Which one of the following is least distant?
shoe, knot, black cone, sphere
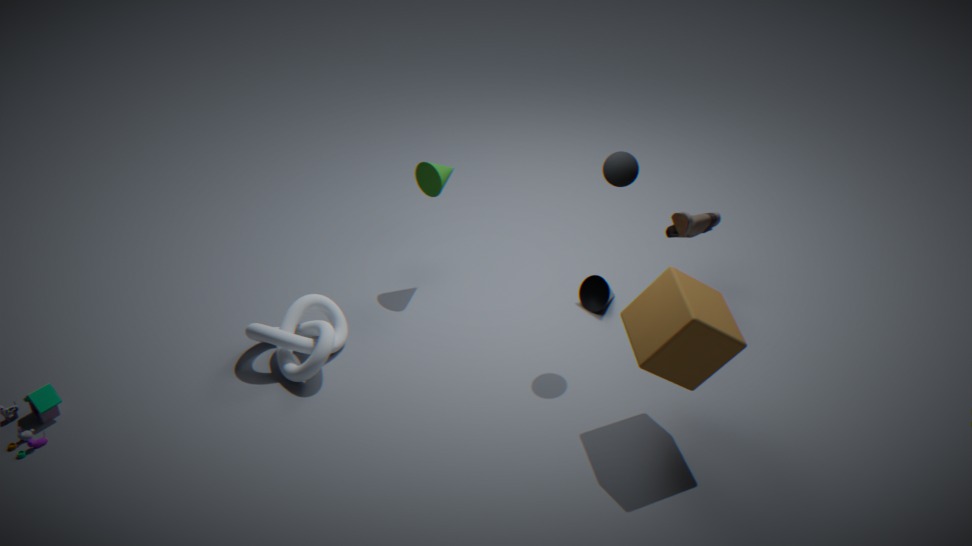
sphere
